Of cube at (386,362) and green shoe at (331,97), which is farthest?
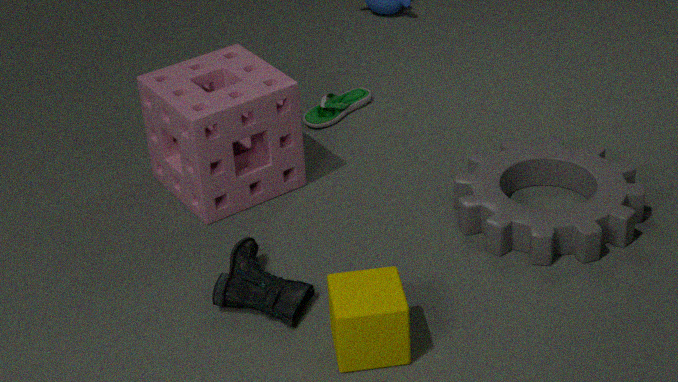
green shoe at (331,97)
